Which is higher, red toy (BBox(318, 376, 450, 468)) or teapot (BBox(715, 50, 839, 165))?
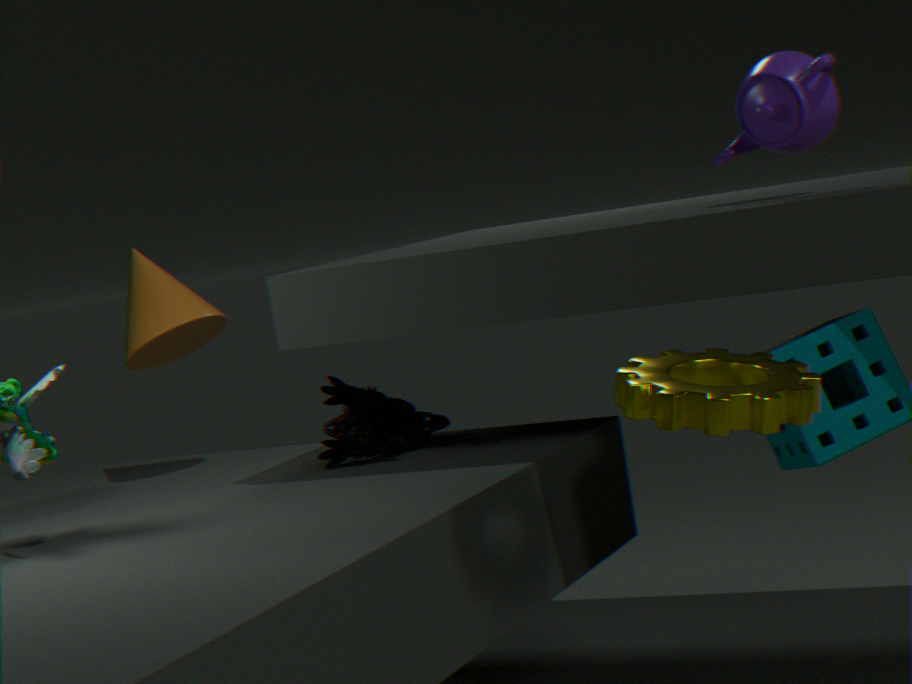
teapot (BBox(715, 50, 839, 165))
